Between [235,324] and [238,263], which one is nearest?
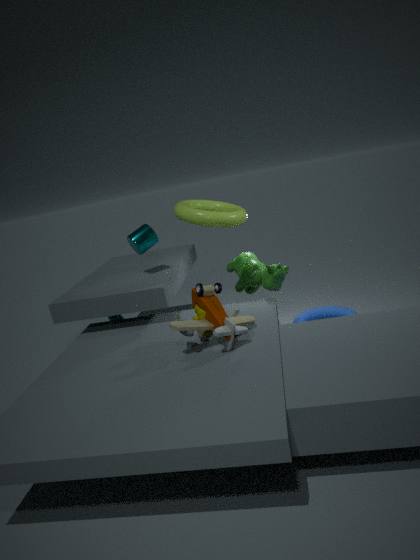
[235,324]
